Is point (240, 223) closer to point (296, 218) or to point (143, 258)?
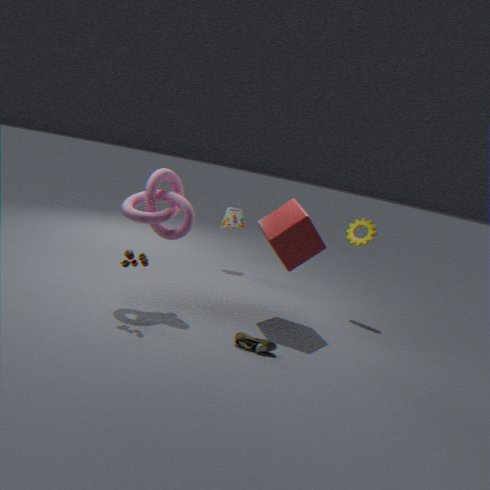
point (296, 218)
